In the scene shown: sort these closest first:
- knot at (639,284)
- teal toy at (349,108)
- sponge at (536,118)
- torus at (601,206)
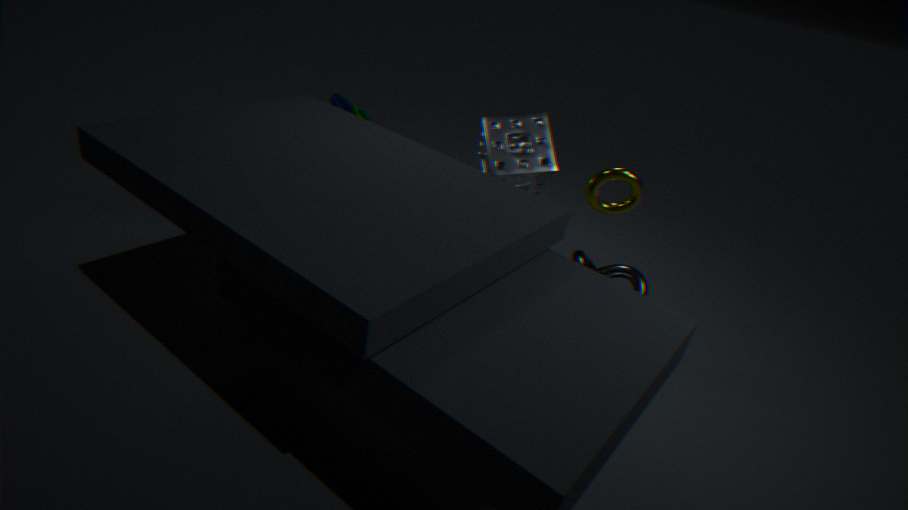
torus at (601,206) → sponge at (536,118) → teal toy at (349,108) → knot at (639,284)
